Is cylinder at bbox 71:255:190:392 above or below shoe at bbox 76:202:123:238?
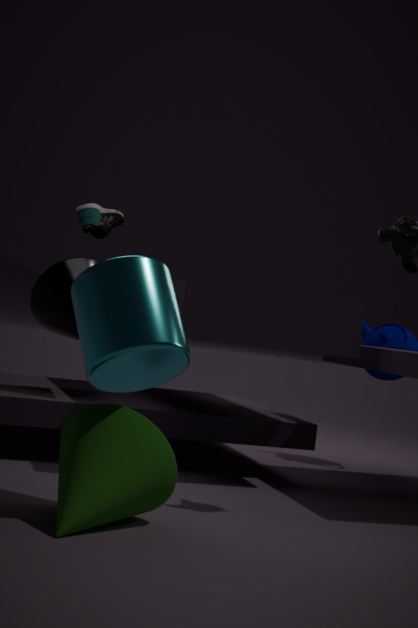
below
